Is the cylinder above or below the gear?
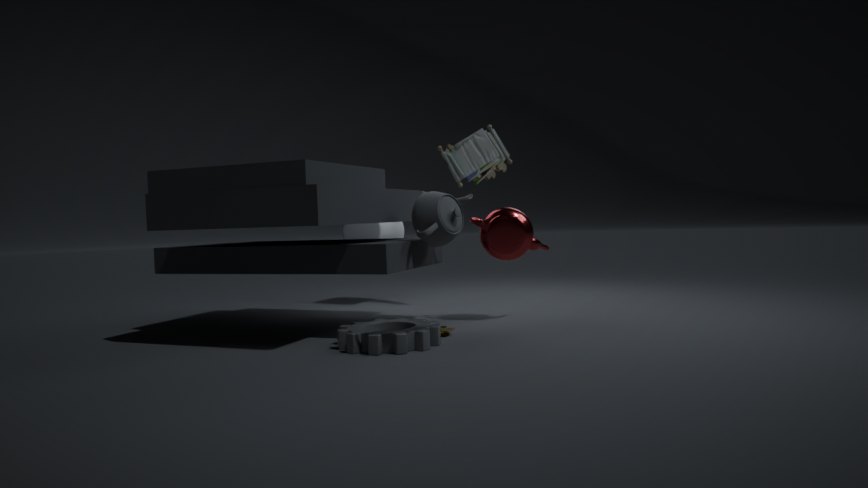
above
